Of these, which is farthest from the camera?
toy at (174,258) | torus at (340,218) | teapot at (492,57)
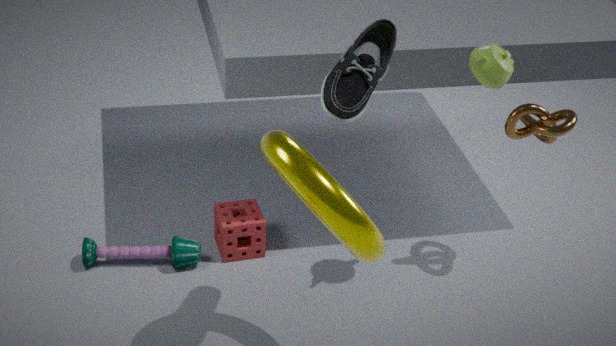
toy at (174,258)
